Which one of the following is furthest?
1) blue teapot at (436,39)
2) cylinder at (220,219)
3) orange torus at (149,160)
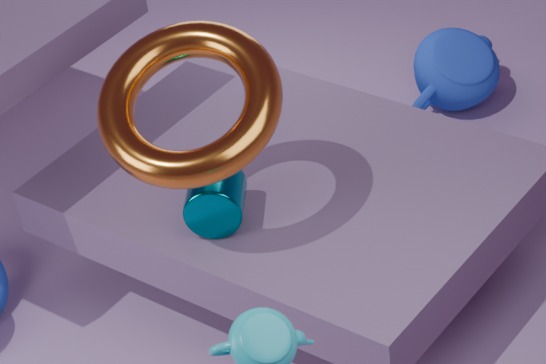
1. blue teapot at (436,39)
